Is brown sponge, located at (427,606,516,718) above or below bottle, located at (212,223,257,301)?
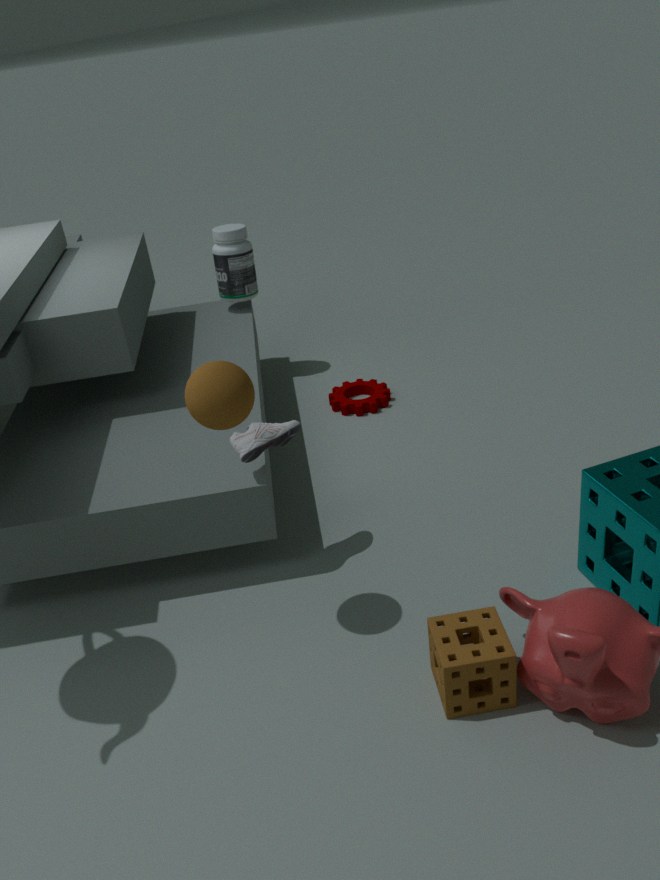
below
